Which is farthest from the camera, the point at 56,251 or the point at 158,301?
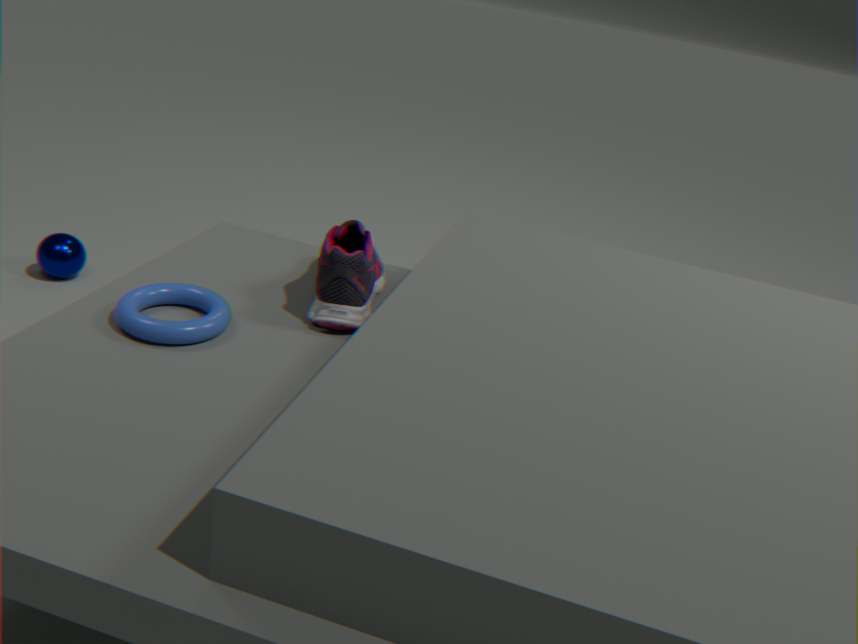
the point at 56,251
